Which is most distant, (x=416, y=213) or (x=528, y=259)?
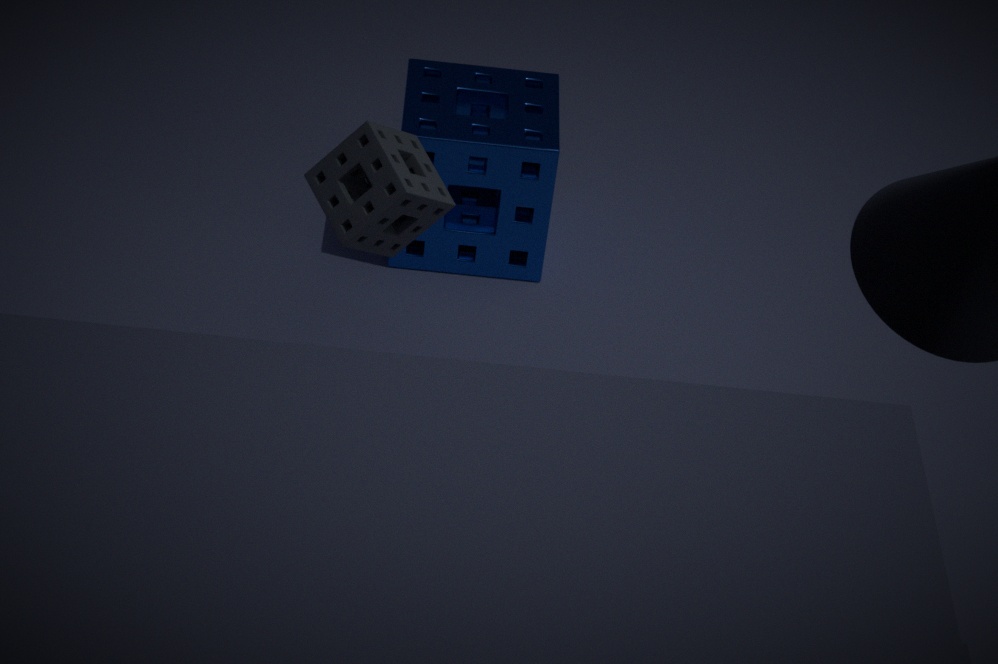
(x=528, y=259)
